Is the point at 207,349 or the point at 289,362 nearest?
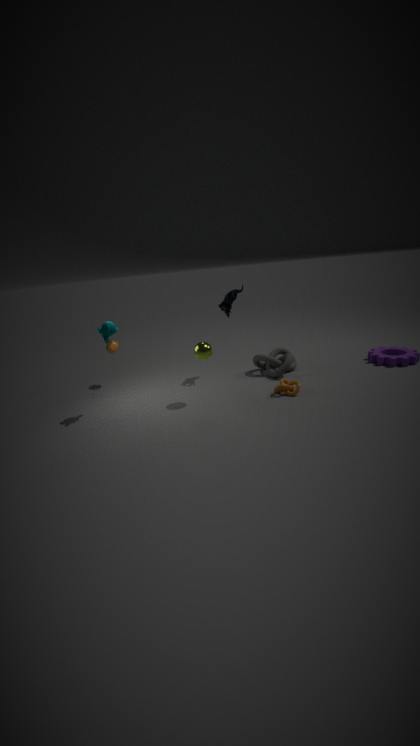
the point at 207,349
